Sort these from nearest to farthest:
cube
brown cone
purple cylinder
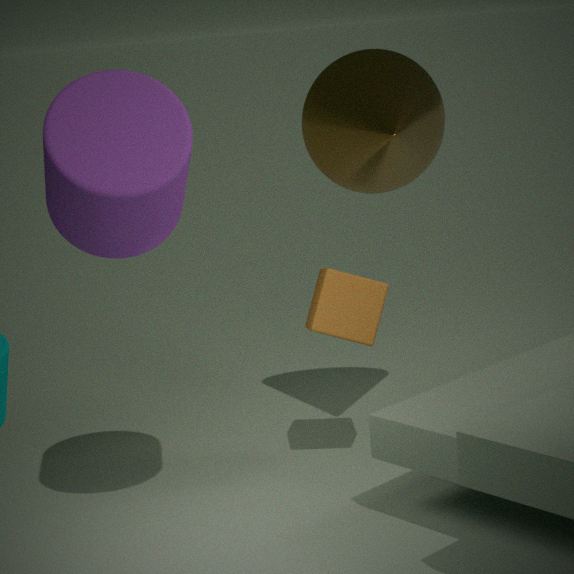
purple cylinder
cube
brown cone
